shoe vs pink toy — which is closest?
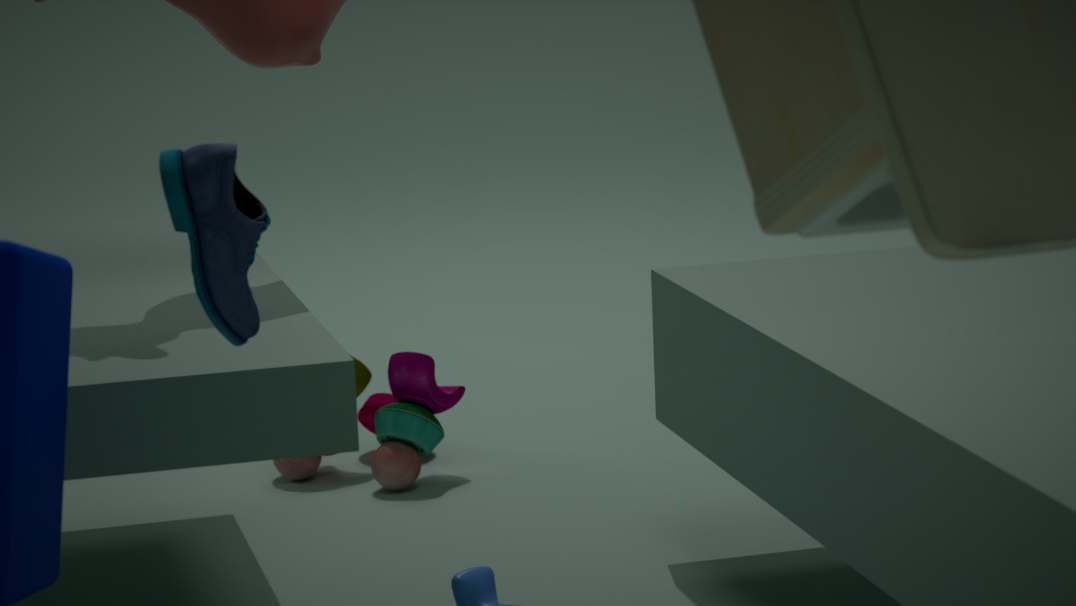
shoe
